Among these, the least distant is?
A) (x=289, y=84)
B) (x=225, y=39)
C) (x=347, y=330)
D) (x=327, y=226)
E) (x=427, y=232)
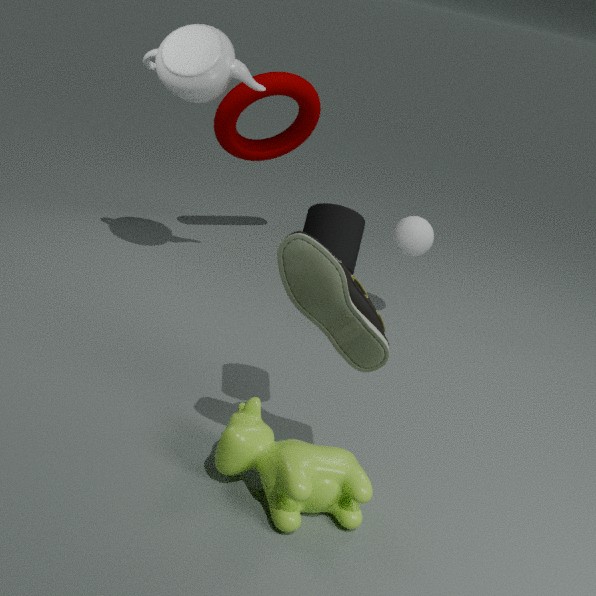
(x=347, y=330)
